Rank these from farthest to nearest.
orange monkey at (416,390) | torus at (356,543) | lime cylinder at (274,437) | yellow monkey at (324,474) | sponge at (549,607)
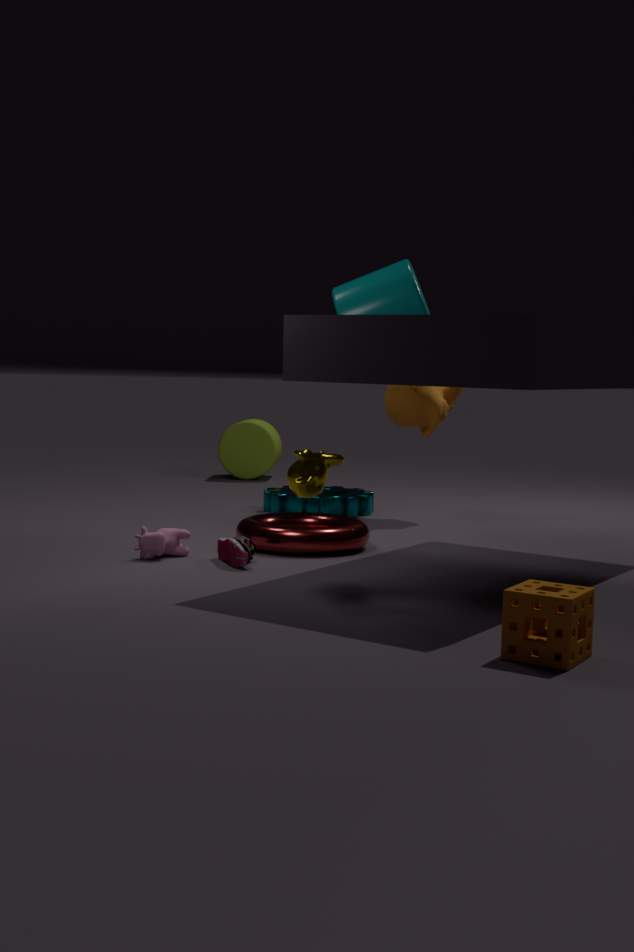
lime cylinder at (274,437) → orange monkey at (416,390) → torus at (356,543) → yellow monkey at (324,474) → sponge at (549,607)
